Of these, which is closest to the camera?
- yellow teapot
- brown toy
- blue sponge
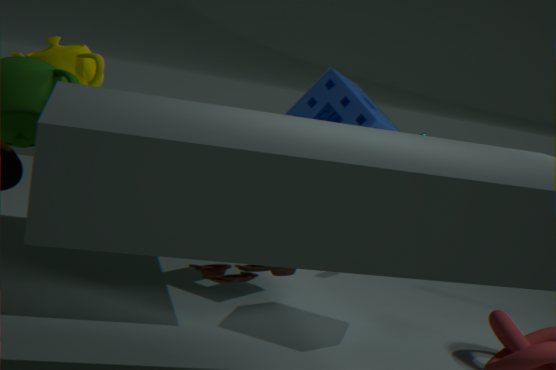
brown toy
